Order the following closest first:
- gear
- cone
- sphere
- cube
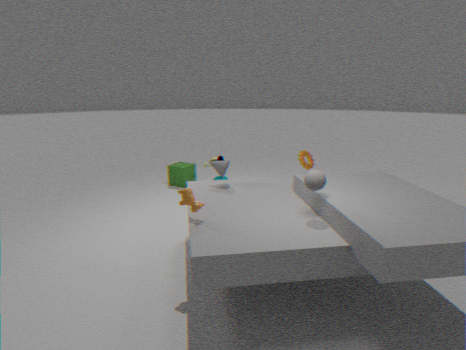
sphere
cone
gear
cube
